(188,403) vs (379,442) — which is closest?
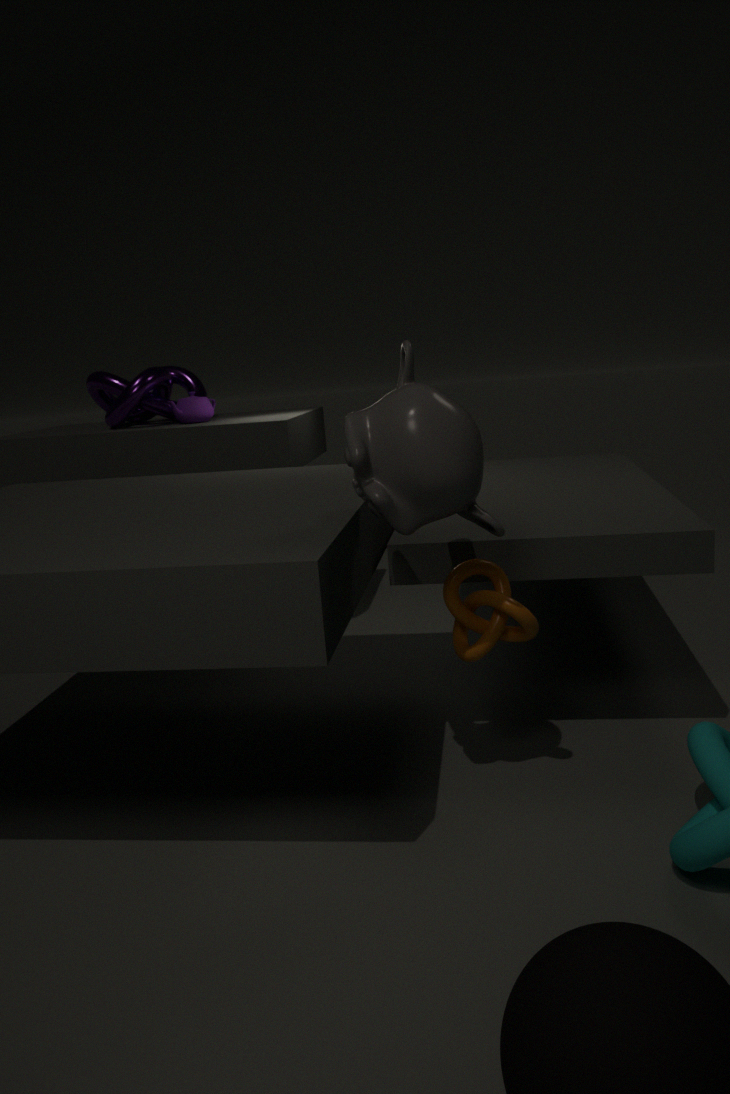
(379,442)
